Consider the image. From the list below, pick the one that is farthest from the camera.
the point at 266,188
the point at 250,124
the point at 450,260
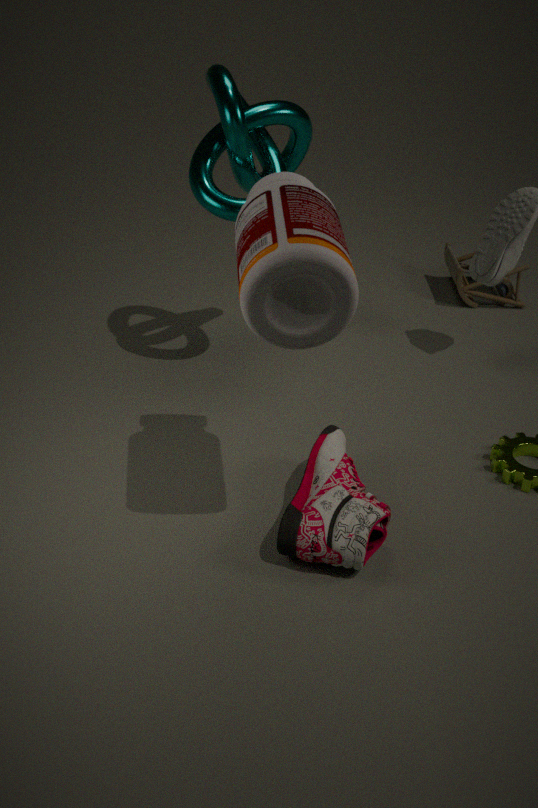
the point at 450,260
